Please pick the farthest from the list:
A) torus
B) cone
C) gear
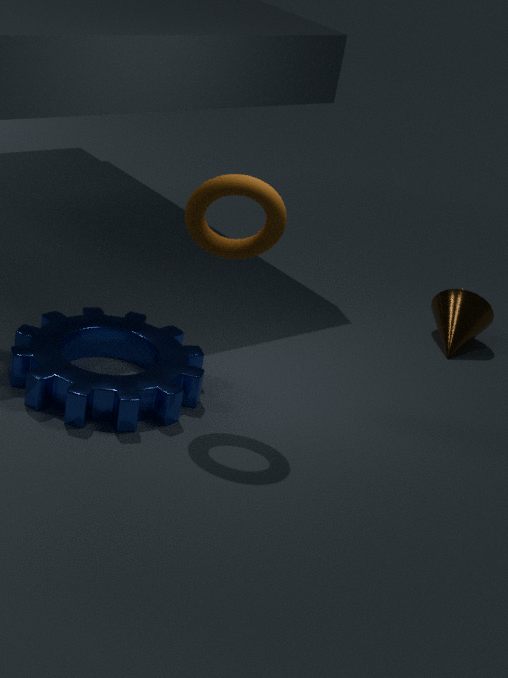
cone
